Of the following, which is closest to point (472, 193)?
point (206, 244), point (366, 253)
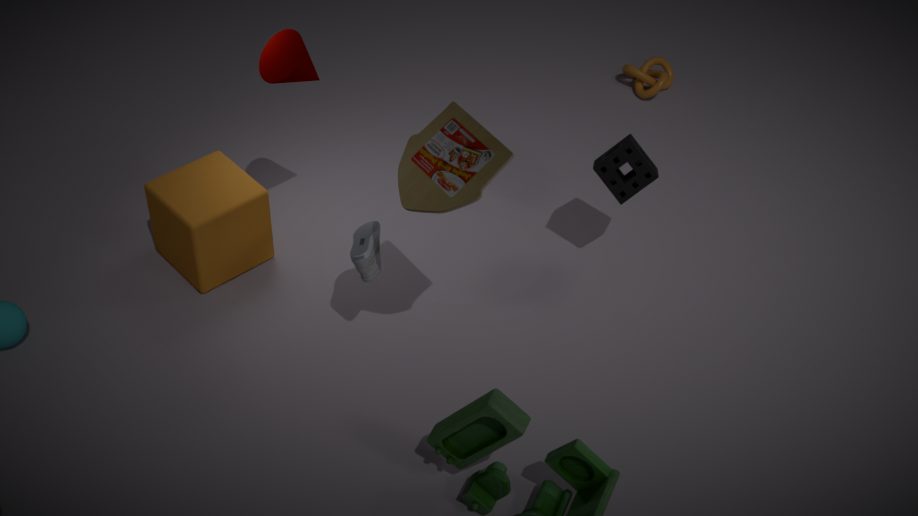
point (366, 253)
